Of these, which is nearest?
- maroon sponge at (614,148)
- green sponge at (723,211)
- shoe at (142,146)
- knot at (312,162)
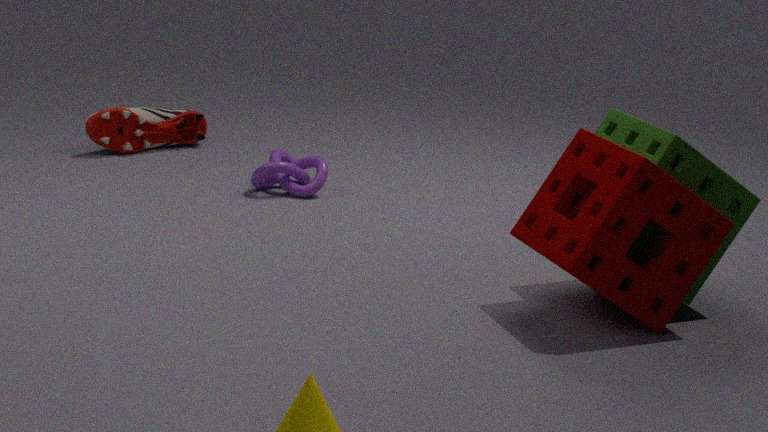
maroon sponge at (614,148)
